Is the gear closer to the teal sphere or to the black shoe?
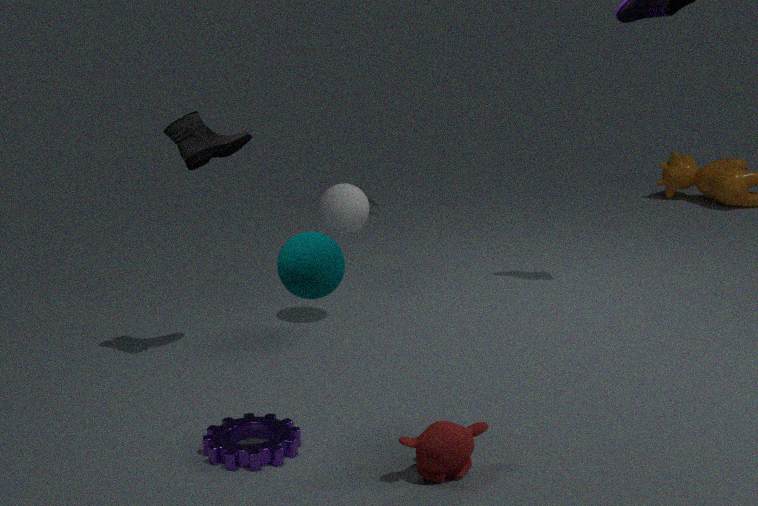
the teal sphere
